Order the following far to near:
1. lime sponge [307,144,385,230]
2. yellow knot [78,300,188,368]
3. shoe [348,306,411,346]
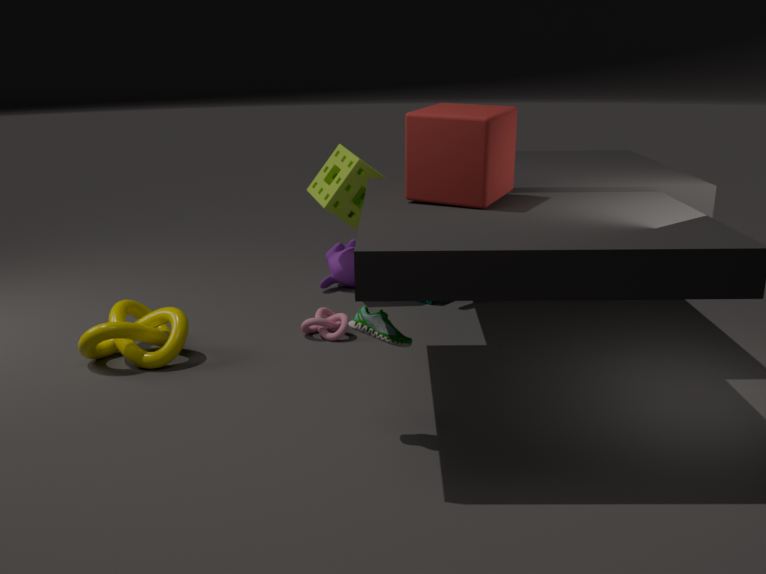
lime sponge [307,144,385,230] < yellow knot [78,300,188,368] < shoe [348,306,411,346]
